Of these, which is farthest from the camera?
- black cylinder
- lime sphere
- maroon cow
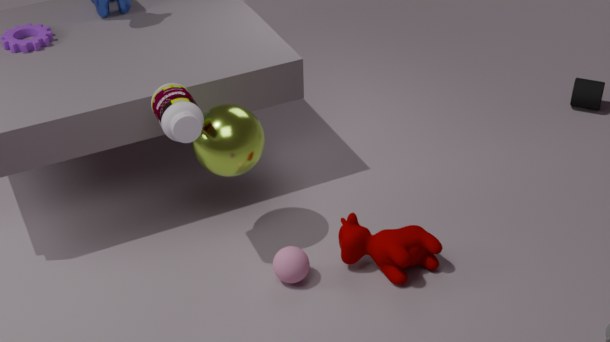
black cylinder
